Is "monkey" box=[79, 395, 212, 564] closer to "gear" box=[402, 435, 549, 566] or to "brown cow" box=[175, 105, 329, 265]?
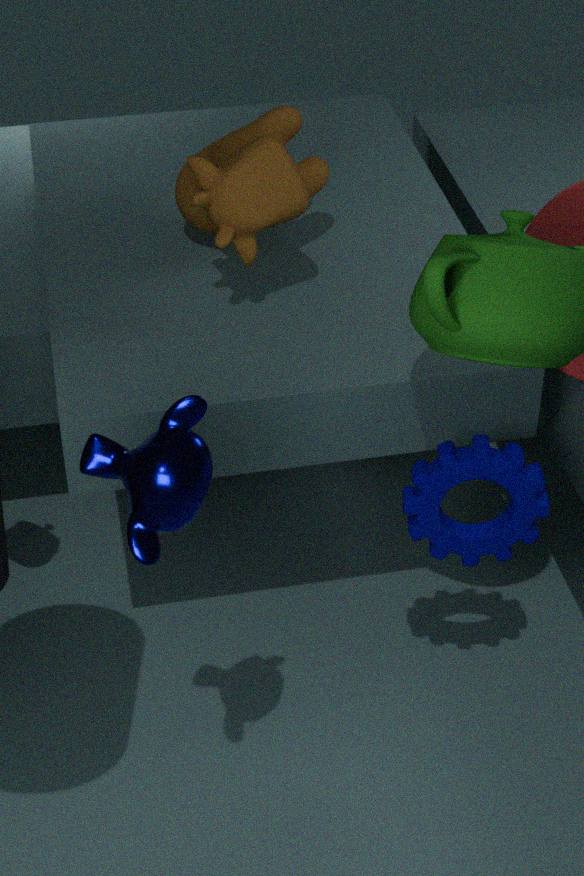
"gear" box=[402, 435, 549, 566]
